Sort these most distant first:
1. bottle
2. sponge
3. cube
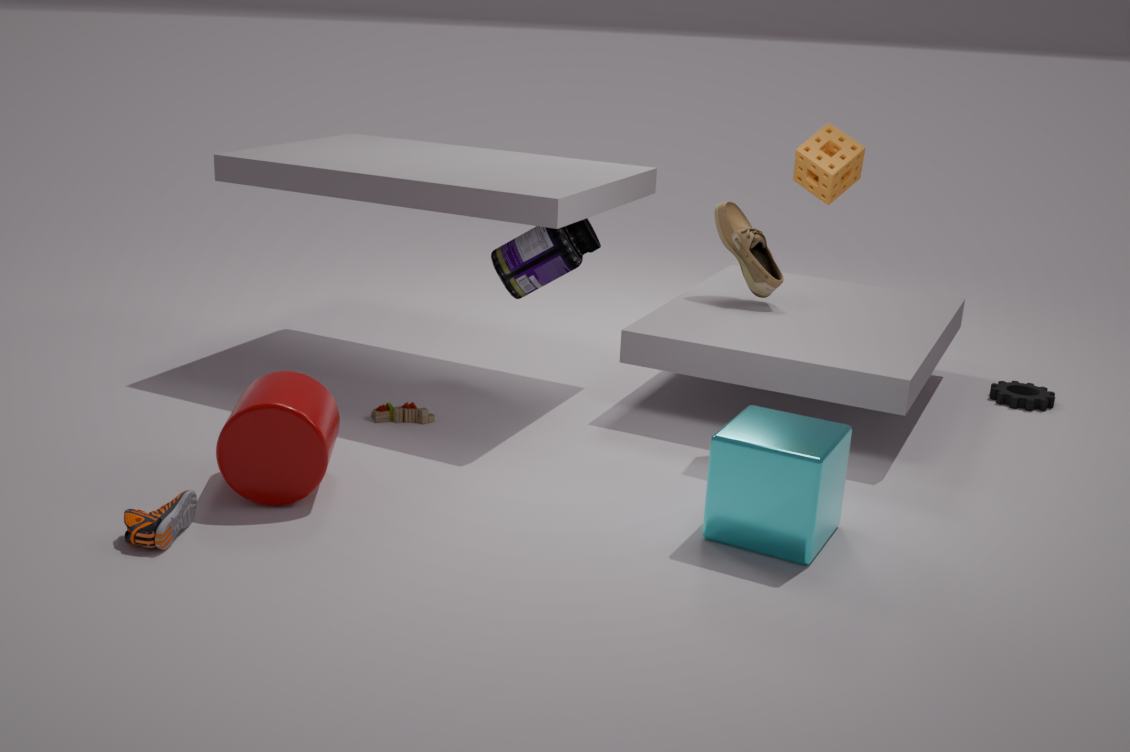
bottle
sponge
cube
